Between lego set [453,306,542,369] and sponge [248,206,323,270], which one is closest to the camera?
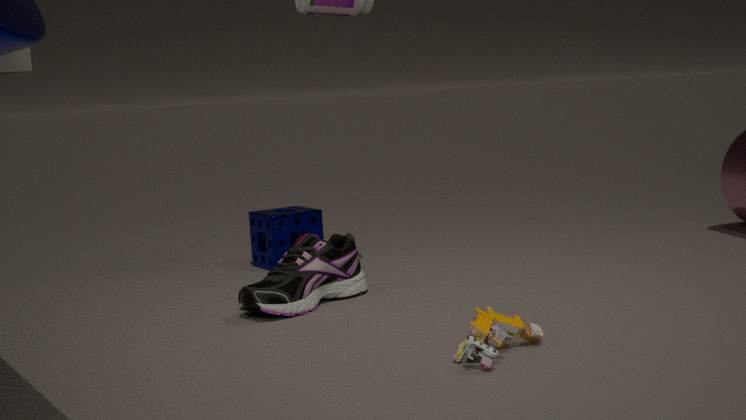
lego set [453,306,542,369]
